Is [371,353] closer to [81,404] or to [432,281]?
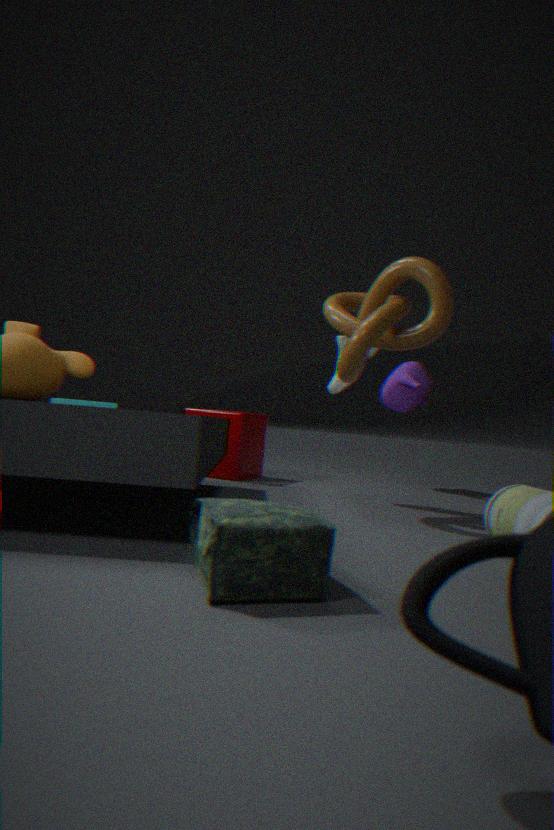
[432,281]
